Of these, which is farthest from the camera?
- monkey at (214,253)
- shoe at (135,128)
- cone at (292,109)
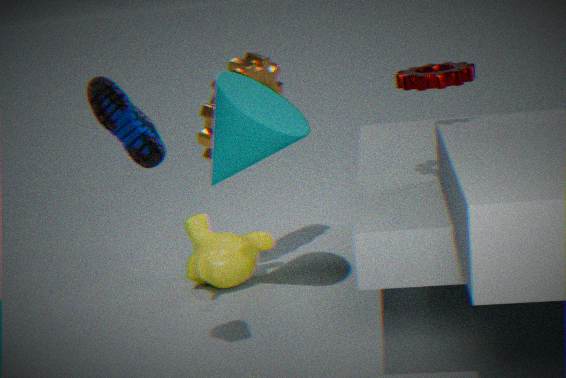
monkey at (214,253)
